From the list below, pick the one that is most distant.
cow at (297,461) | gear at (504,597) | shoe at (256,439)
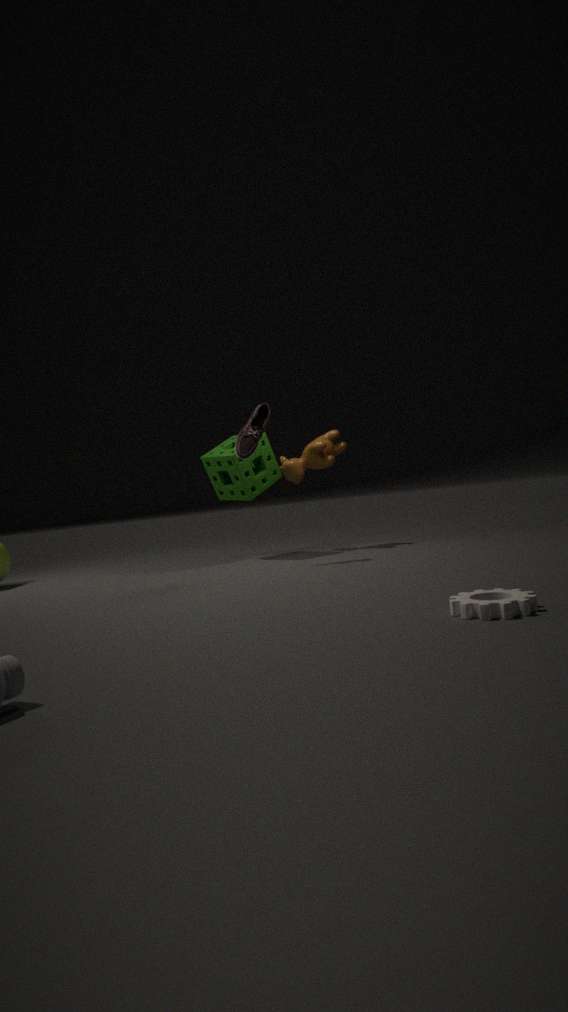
cow at (297,461)
